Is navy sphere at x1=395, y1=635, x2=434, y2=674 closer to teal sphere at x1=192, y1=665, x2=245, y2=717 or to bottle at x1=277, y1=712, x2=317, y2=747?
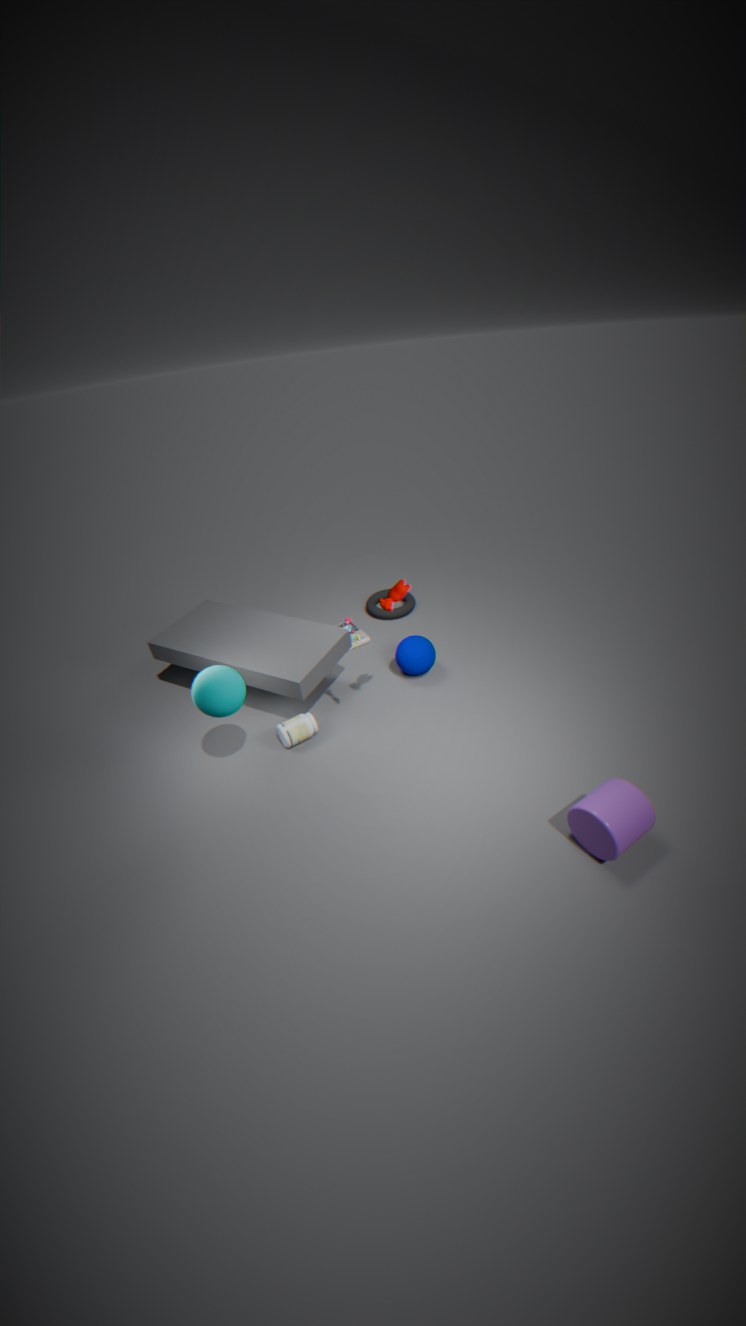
bottle at x1=277, y1=712, x2=317, y2=747
